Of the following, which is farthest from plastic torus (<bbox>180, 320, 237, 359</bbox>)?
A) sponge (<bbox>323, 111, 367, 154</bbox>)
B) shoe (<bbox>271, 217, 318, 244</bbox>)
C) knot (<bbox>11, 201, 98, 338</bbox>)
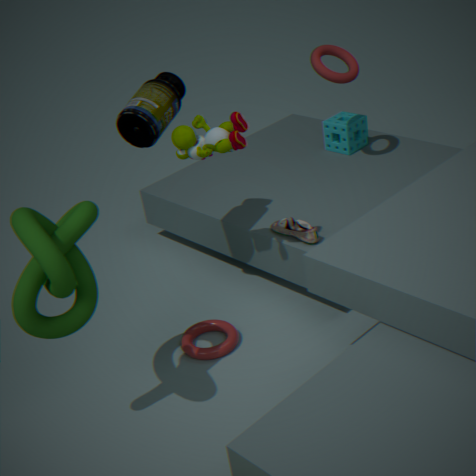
sponge (<bbox>323, 111, 367, 154</bbox>)
